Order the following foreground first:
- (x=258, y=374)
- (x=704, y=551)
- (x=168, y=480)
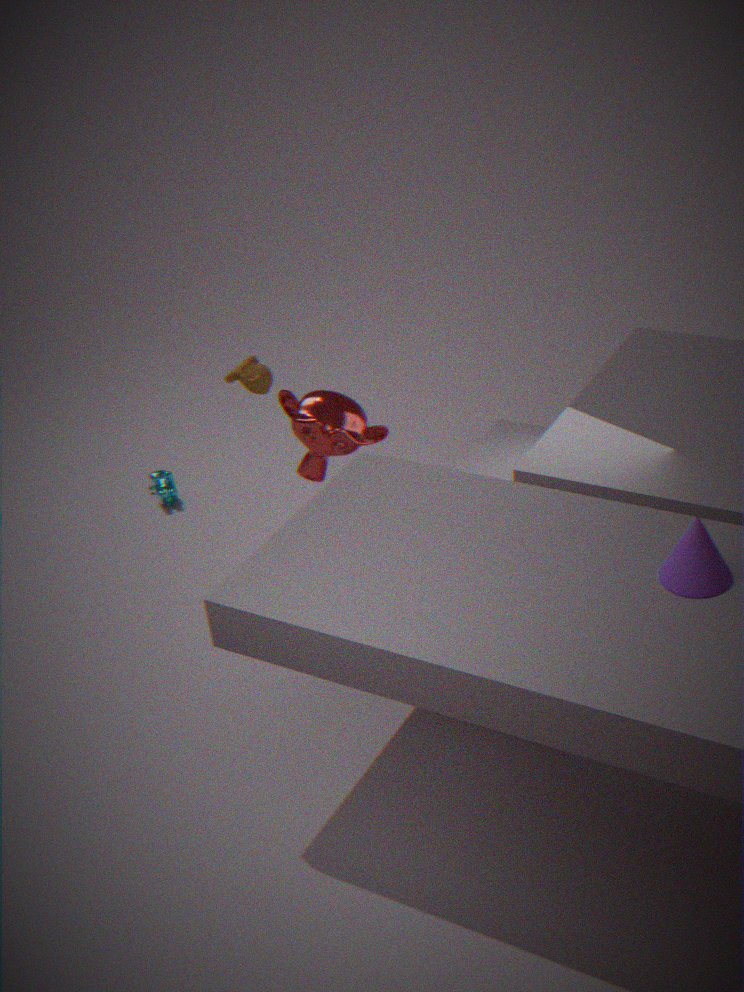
1. (x=704, y=551)
2. (x=258, y=374)
3. (x=168, y=480)
